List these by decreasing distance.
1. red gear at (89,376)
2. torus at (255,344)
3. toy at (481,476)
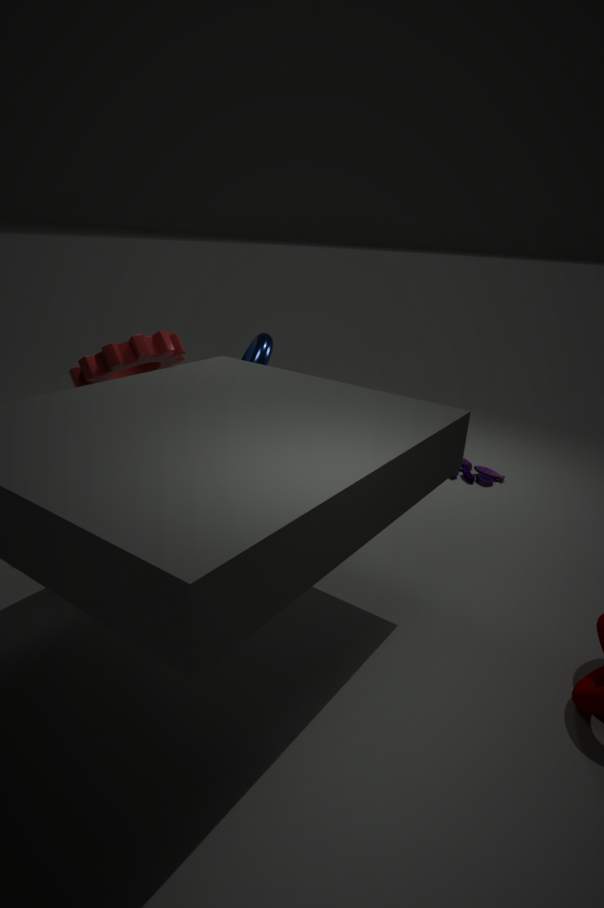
toy at (481,476), torus at (255,344), red gear at (89,376)
